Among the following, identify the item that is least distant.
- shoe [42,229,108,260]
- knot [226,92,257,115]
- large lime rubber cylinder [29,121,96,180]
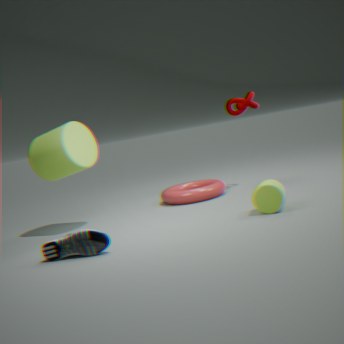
shoe [42,229,108,260]
